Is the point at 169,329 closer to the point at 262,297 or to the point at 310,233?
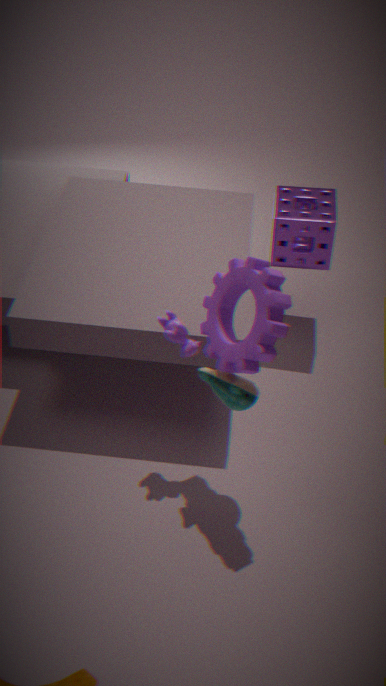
the point at 262,297
